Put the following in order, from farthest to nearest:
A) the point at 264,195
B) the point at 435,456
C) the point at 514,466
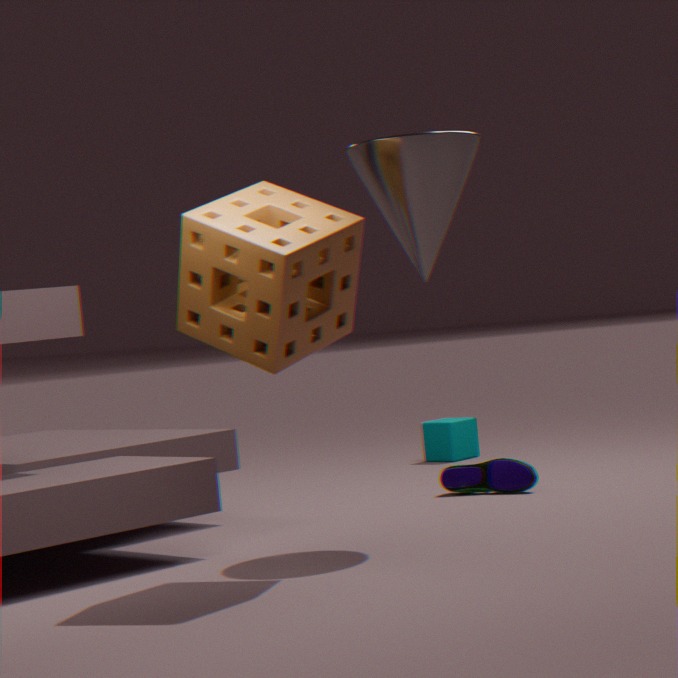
the point at 435,456
the point at 514,466
the point at 264,195
